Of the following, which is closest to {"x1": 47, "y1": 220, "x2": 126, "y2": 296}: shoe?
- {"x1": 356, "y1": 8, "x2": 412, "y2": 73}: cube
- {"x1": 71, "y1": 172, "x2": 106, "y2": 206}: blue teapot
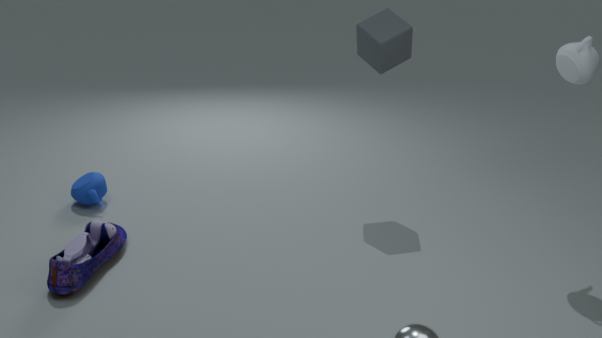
{"x1": 71, "y1": 172, "x2": 106, "y2": 206}: blue teapot
